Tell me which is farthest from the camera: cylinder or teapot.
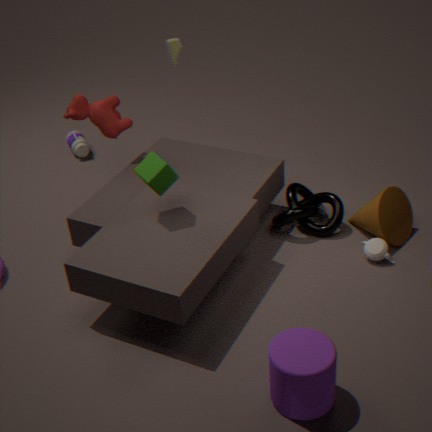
teapot
